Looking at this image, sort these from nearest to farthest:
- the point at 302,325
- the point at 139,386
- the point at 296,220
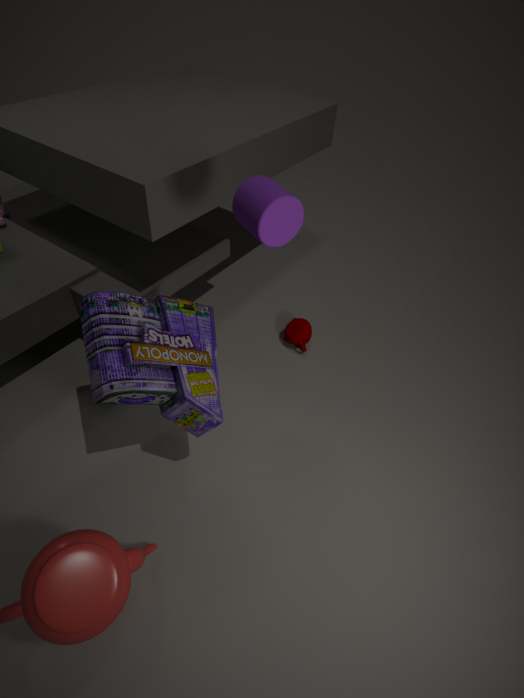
the point at 139,386, the point at 296,220, the point at 302,325
